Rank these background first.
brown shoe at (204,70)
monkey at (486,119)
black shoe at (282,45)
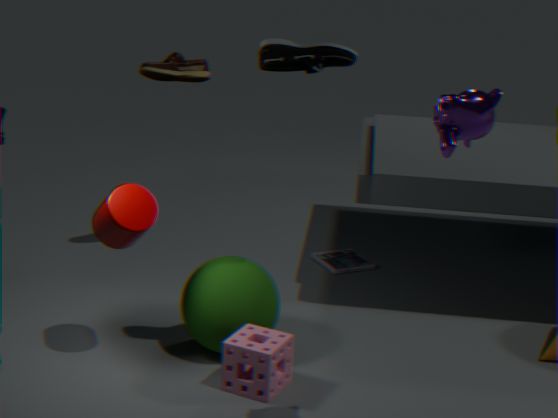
brown shoe at (204,70) < black shoe at (282,45) < monkey at (486,119)
